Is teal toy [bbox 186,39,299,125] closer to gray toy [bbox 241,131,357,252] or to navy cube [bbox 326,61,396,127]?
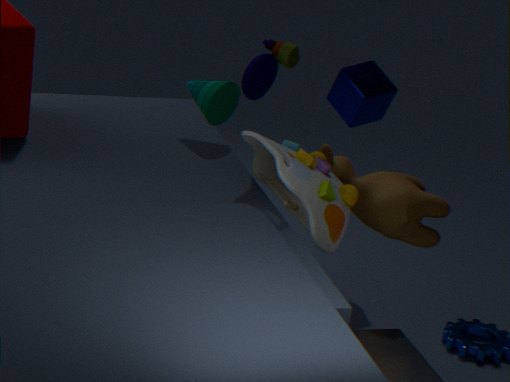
gray toy [bbox 241,131,357,252]
